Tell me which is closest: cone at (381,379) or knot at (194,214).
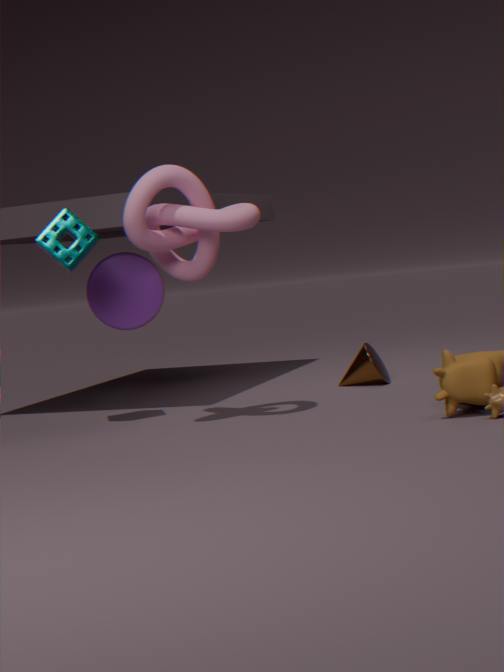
knot at (194,214)
